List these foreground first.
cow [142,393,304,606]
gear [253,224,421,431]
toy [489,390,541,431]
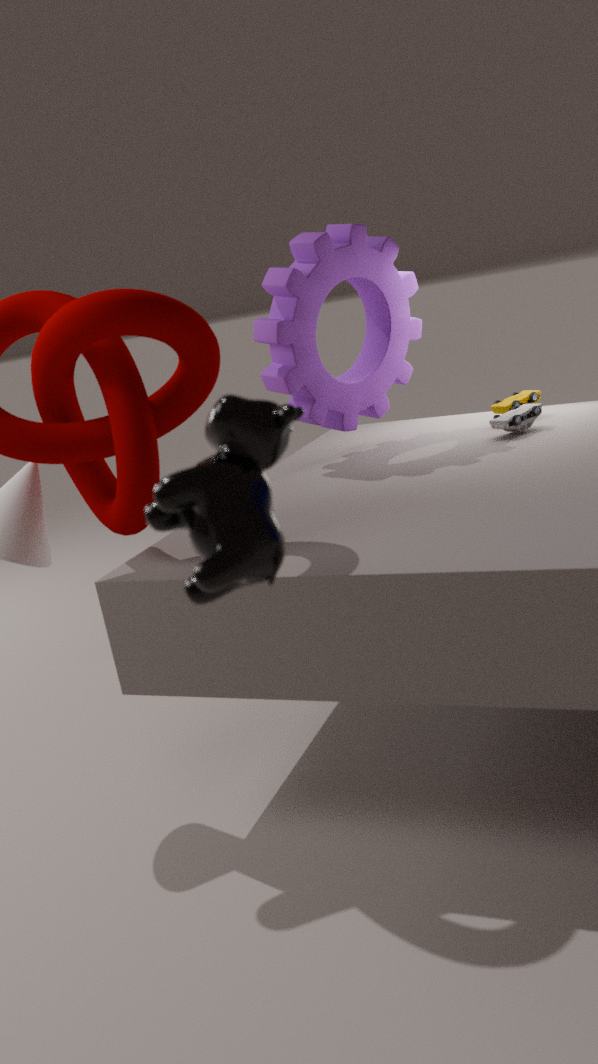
cow [142,393,304,606] < gear [253,224,421,431] < toy [489,390,541,431]
